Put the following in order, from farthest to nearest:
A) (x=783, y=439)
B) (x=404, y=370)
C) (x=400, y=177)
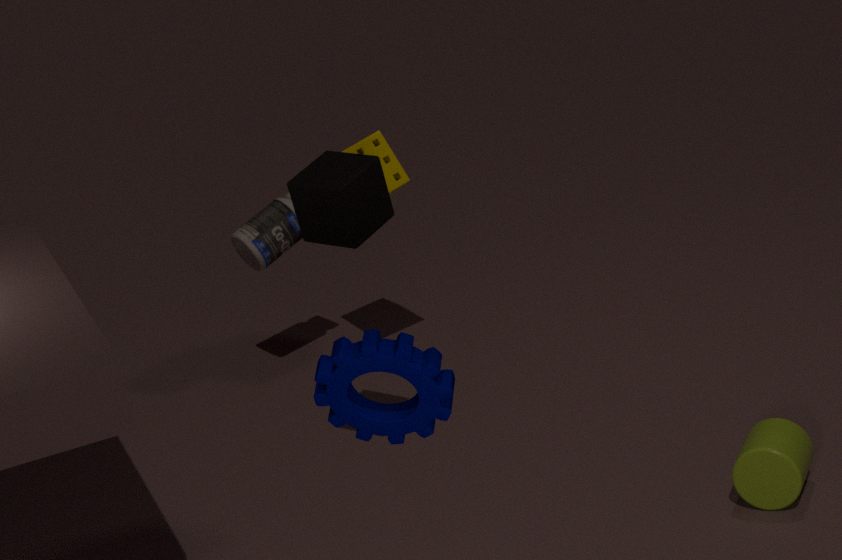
(x=400, y=177) → (x=783, y=439) → (x=404, y=370)
